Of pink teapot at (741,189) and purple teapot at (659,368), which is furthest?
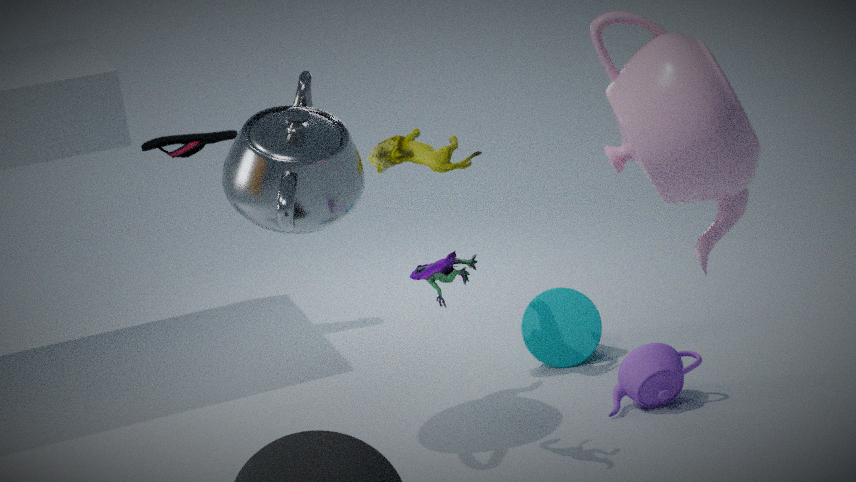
purple teapot at (659,368)
